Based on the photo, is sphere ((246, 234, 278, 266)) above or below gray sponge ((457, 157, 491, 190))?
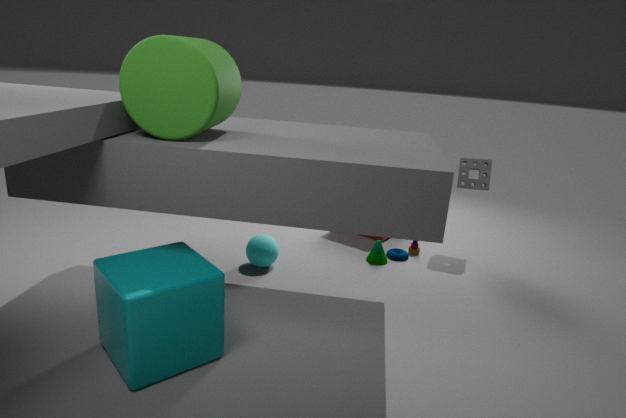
below
